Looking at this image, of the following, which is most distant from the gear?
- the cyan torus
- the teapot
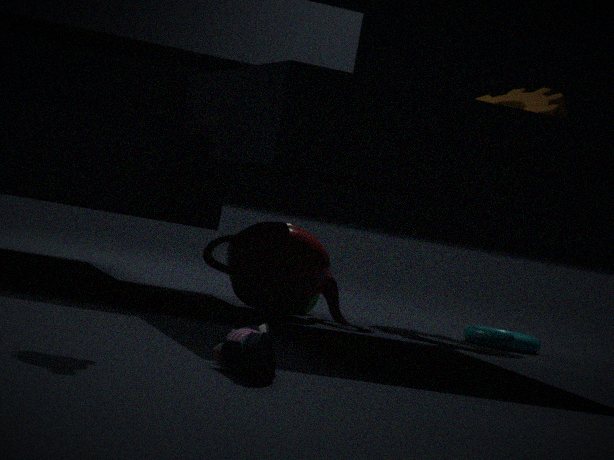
the teapot
